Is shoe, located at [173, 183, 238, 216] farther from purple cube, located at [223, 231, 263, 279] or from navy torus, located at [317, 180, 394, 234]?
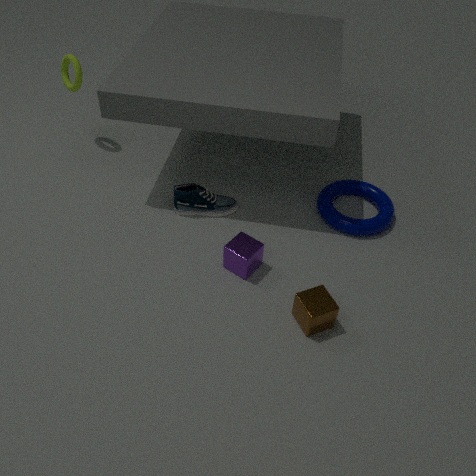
navy torus, located at [317, 180, 394, 234]
